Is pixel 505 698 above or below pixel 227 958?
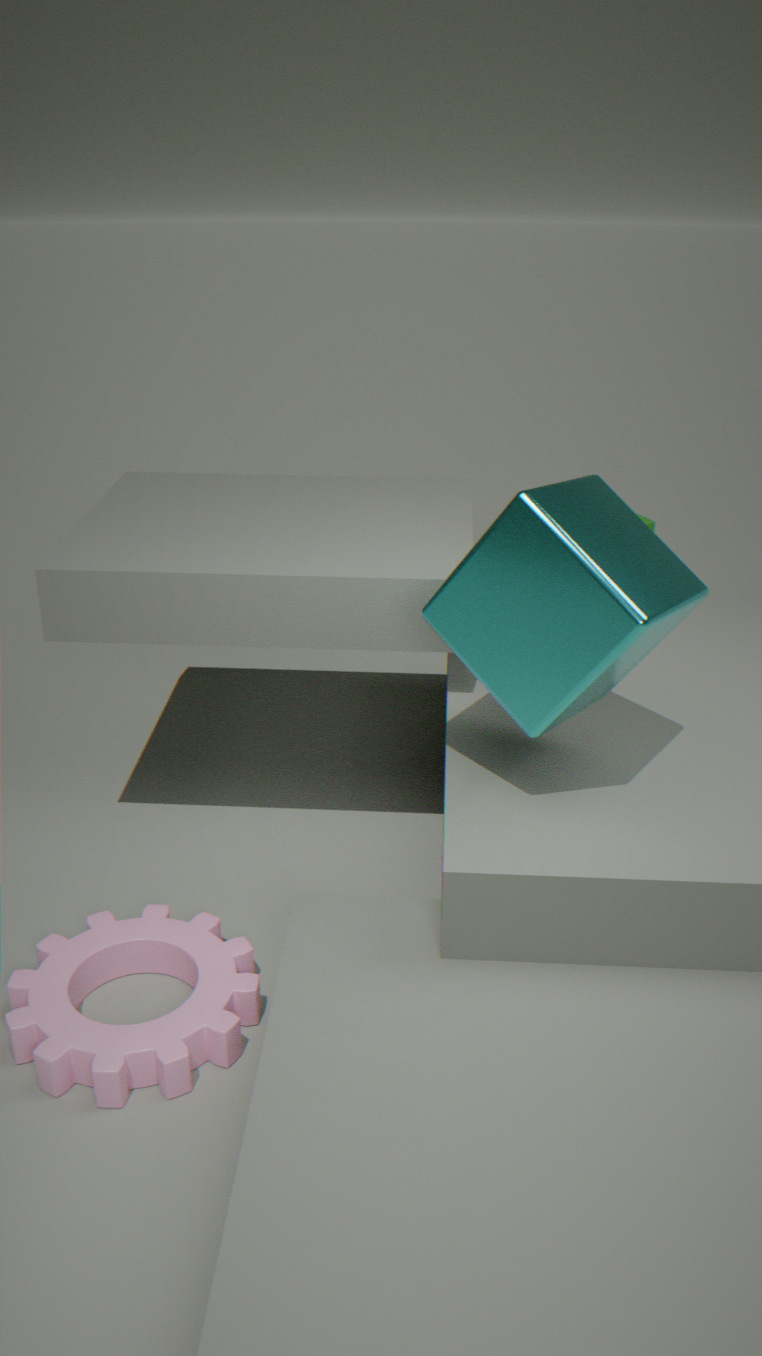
above
